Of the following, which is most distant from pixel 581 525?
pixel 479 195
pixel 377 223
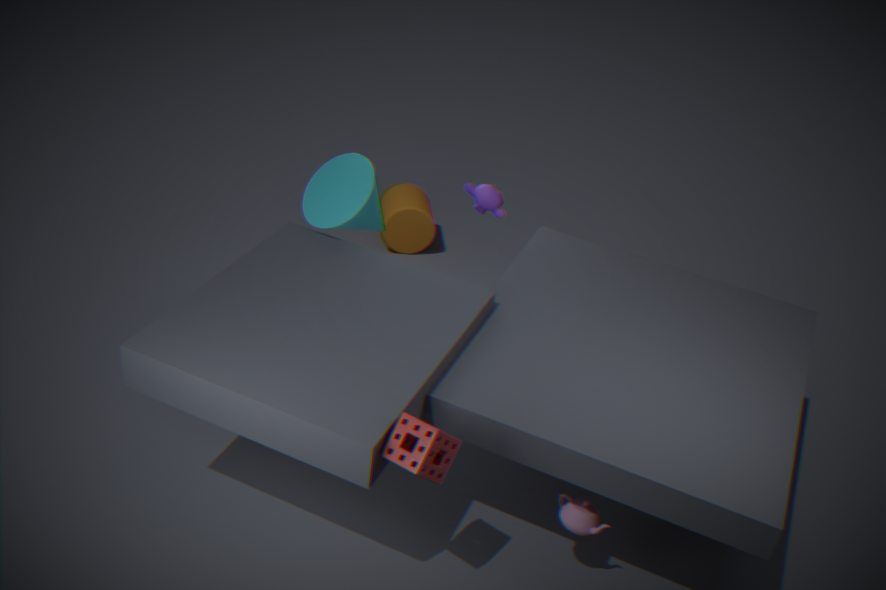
pixel 377 223
